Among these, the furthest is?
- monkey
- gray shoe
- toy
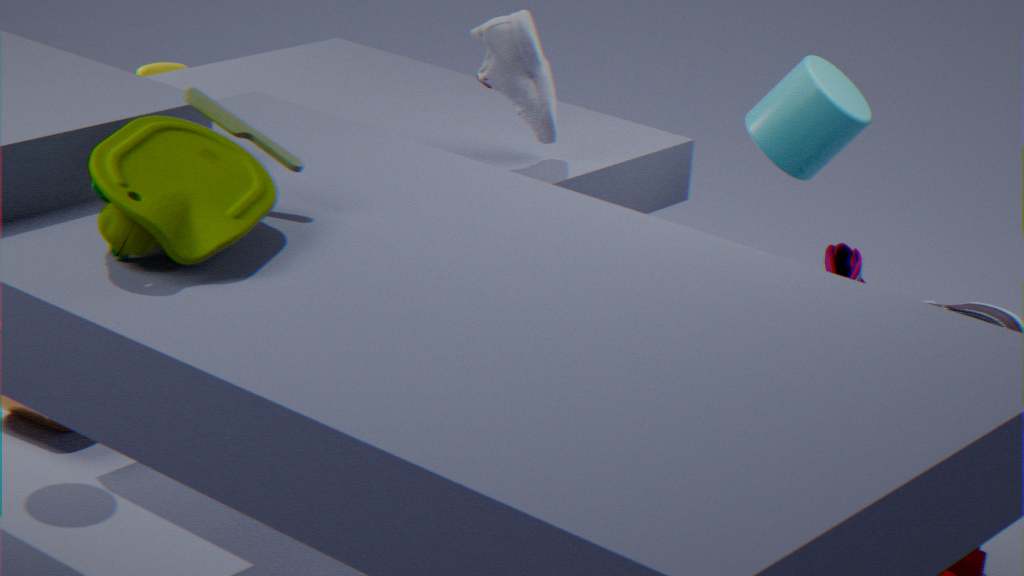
monkey
